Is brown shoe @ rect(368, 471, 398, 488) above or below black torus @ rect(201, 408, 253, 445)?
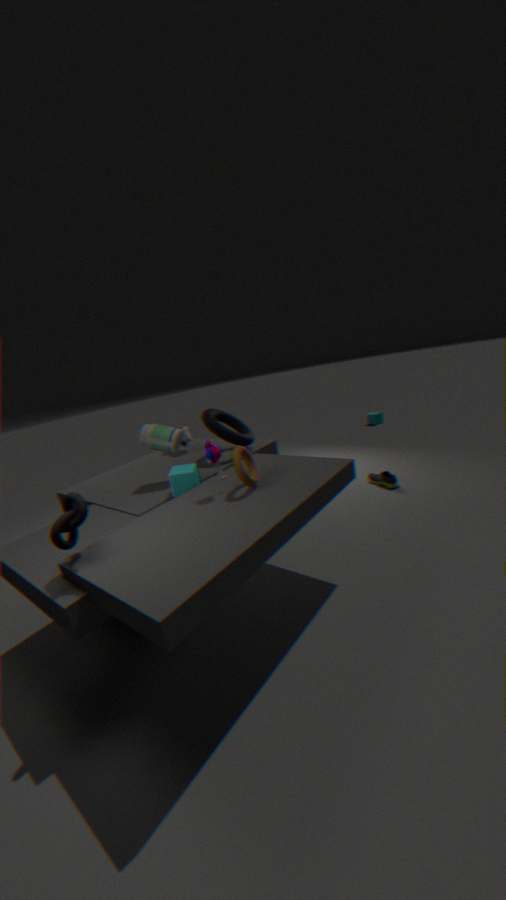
below
